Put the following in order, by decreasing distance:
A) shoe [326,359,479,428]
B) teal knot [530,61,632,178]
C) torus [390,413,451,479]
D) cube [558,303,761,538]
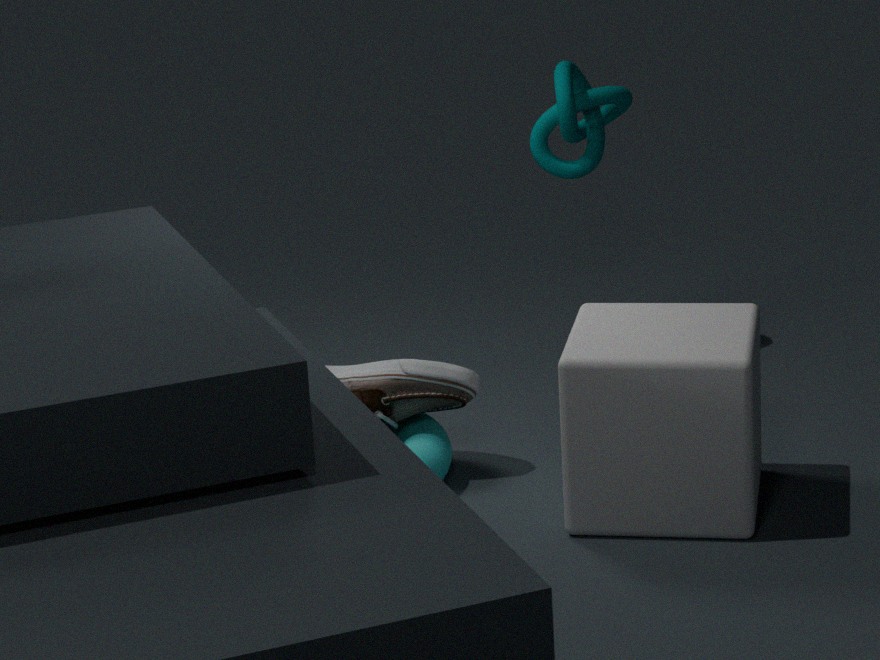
teal knot [530,61,632,178]
shoe [326,359,479,428]
torus [390,413,451,479]
cube [558,303,761,538]
